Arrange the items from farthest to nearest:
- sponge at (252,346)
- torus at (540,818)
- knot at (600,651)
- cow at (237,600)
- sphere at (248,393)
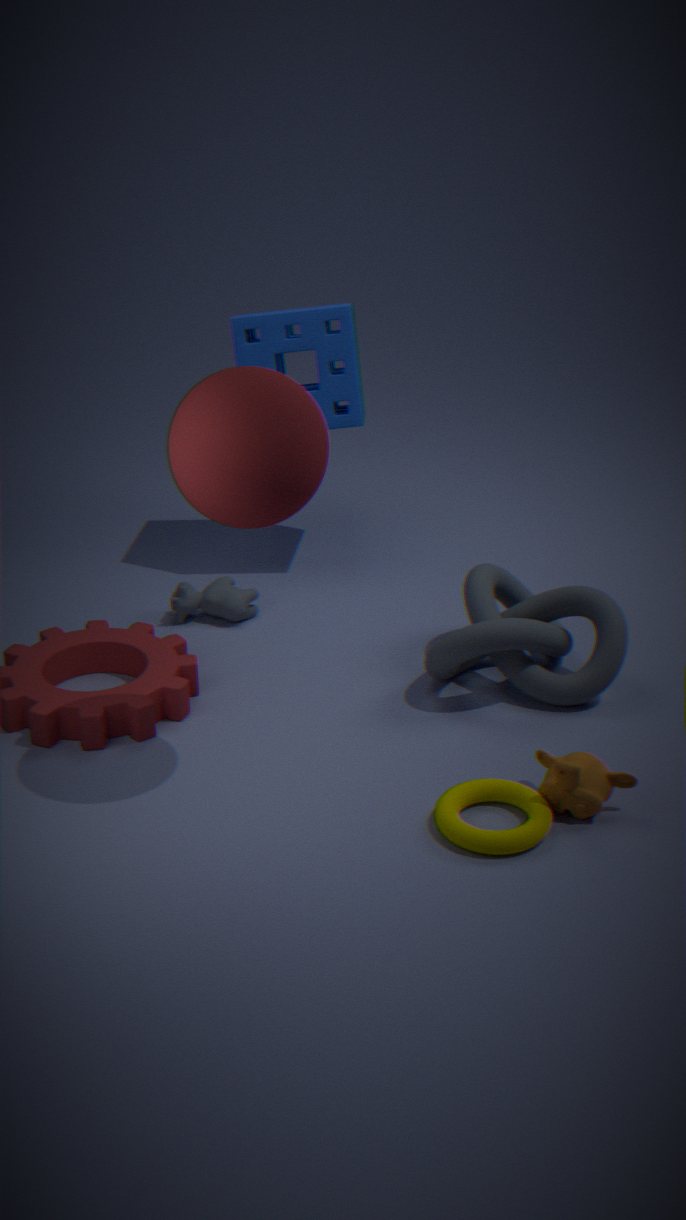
sponge at (252,346) → cow at (237,600) → knot at (600,651) → torus at (540,818) → sphere at (248,393)
